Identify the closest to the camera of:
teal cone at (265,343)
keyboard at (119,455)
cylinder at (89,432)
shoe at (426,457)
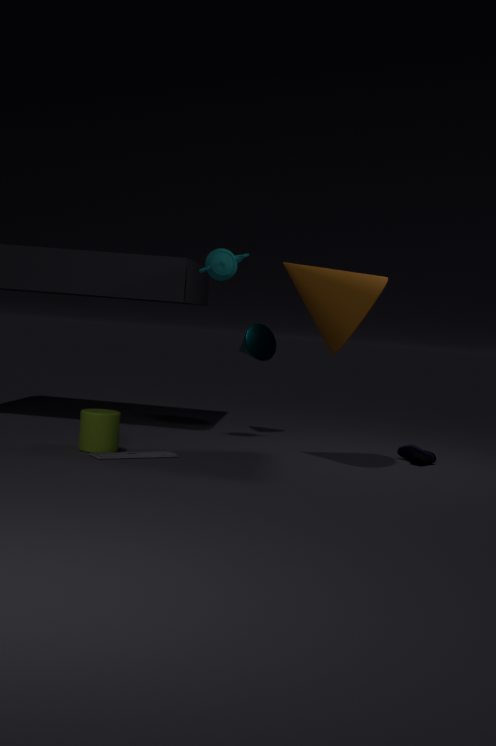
keyboard at (119,455)
